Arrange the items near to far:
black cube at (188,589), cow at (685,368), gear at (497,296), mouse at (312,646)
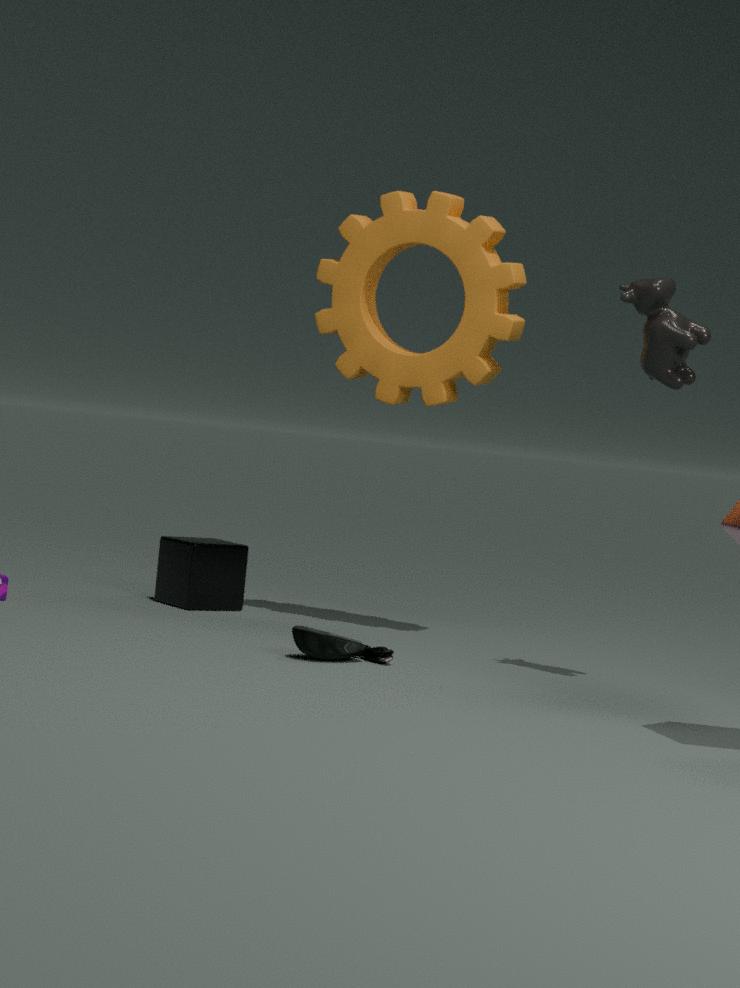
cow at (685,368) < mouse at (312,646) < gear at (497,296) < black cube at (188,589)
